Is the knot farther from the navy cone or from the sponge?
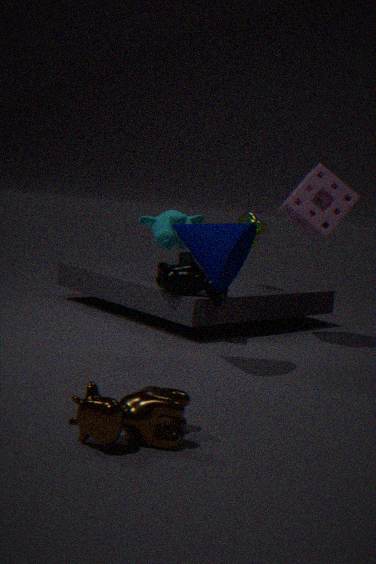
the navy cone
